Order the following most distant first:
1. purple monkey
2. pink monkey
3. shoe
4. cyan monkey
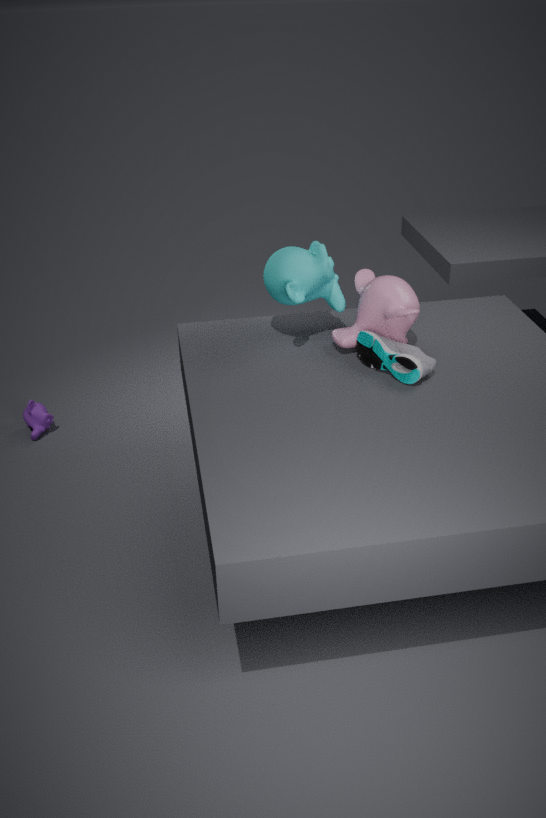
purple monkey → cyan monkey → pink monkey → shoe
